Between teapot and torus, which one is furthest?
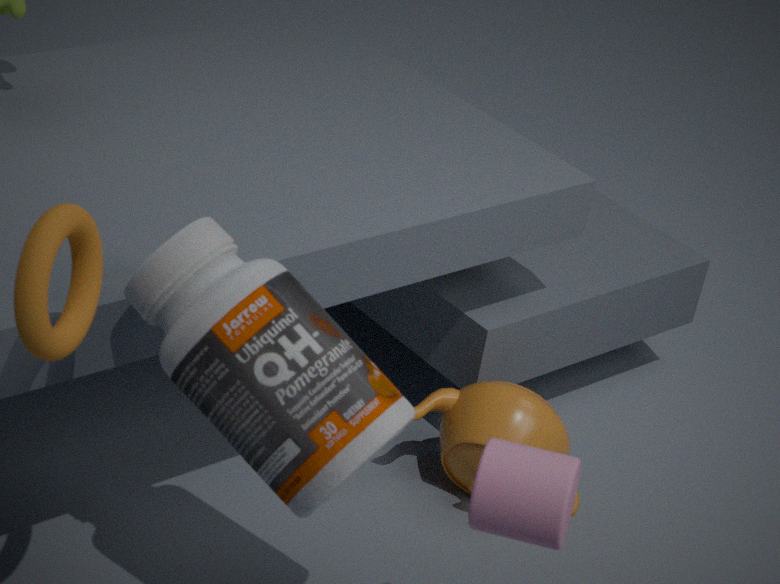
teapot
